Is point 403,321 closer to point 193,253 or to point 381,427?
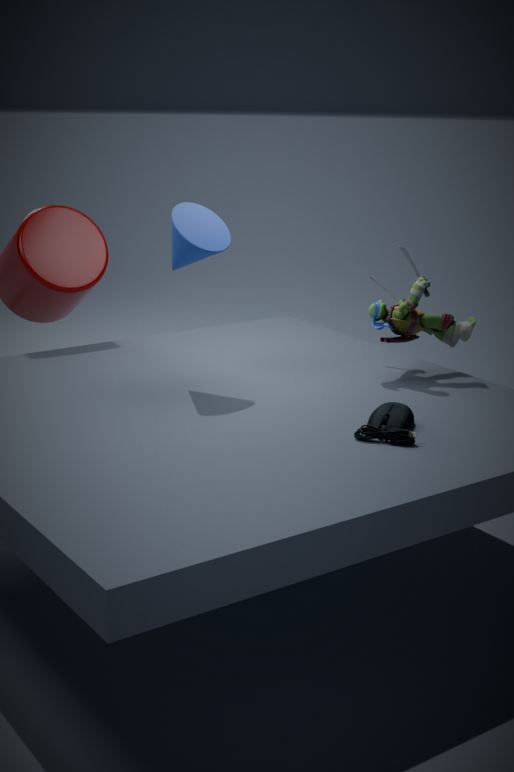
point 381,427
